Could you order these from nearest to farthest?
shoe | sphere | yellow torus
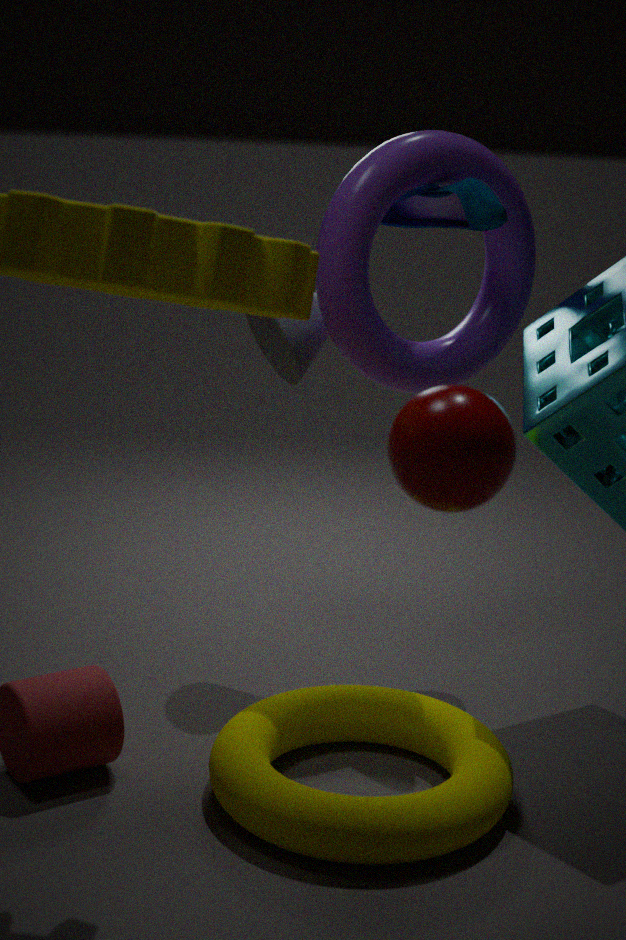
sphere → yellow torus → shoe
